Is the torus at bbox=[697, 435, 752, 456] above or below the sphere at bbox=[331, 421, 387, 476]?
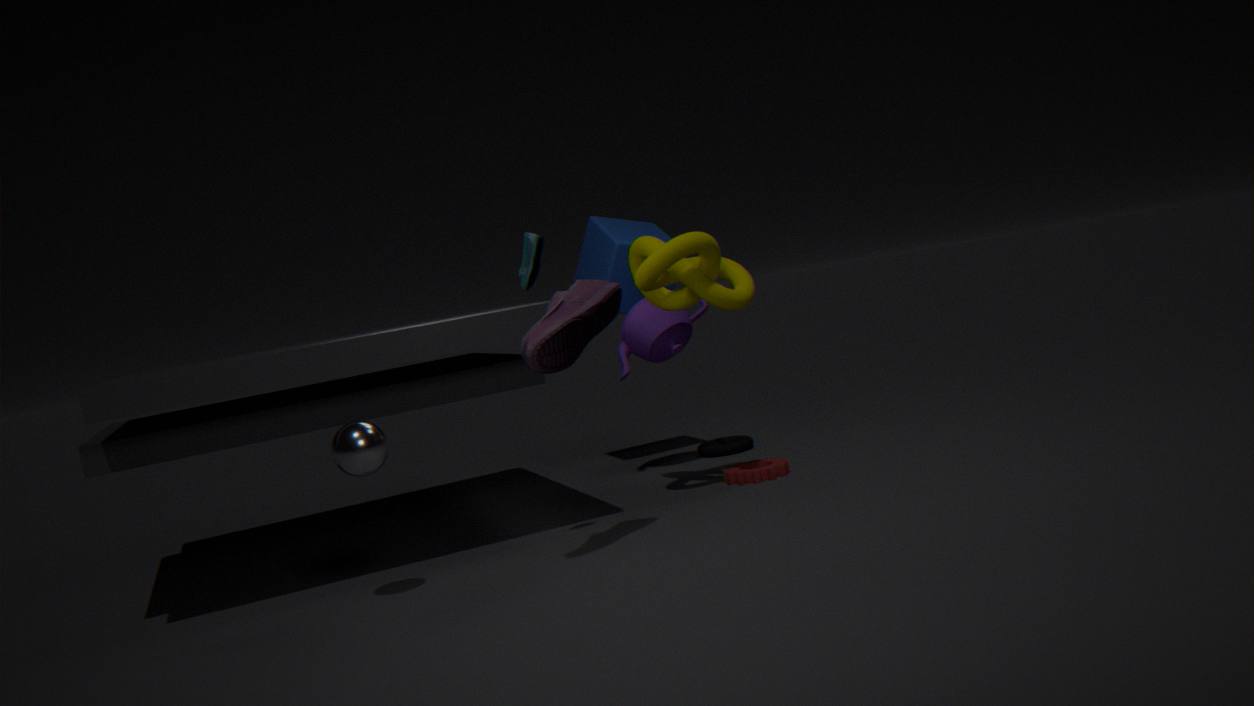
below
